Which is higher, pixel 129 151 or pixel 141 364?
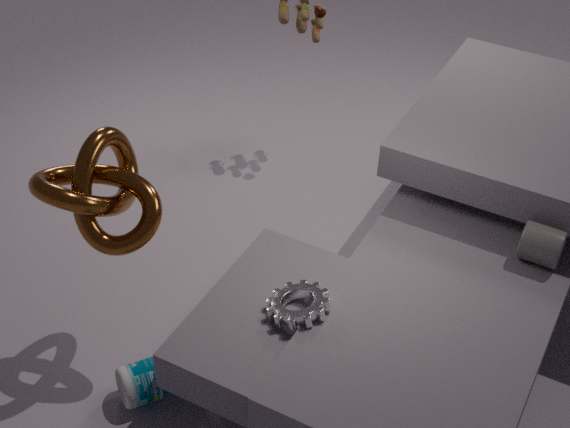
pixel 129 151
